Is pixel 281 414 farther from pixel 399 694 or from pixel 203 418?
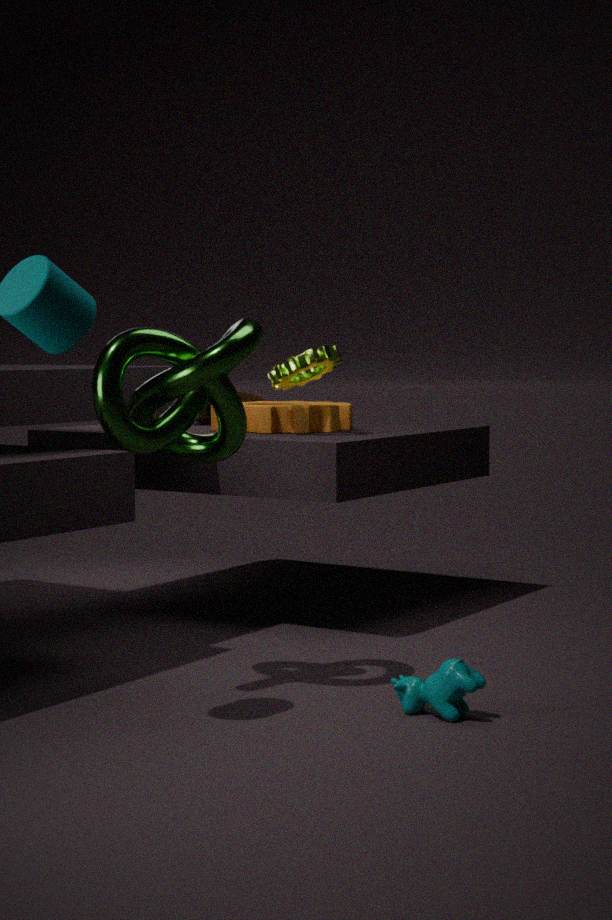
pixel 399 694
